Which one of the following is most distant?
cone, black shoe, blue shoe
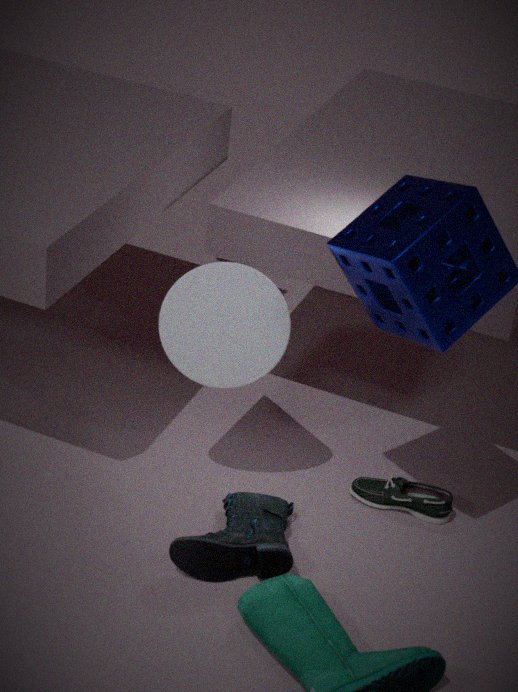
black shoe
